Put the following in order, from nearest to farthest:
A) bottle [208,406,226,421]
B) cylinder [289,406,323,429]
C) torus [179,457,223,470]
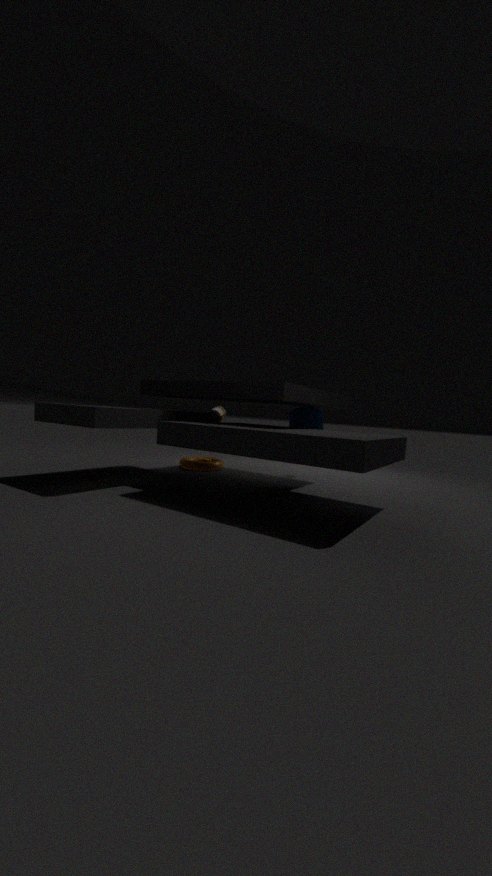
B. cylinder [289,406,323,429] → C. torus [179,457,223,470] → A. bottle [208,406,226,421]
